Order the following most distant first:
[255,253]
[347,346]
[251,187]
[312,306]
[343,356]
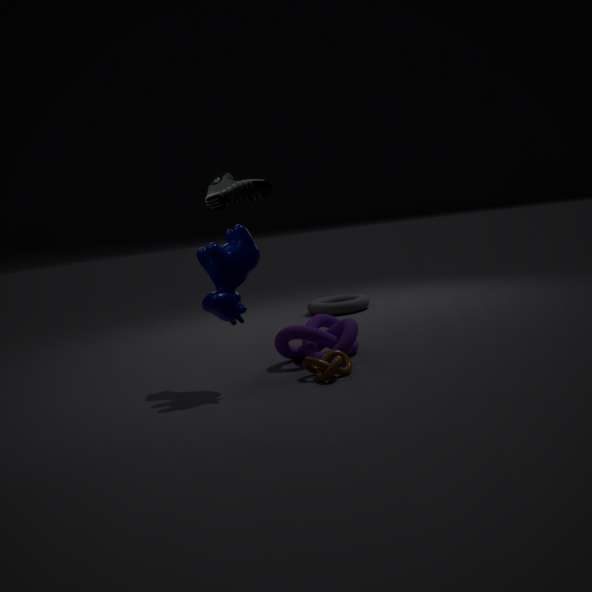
[312,306] → [347,346] → [343,356] → [251,187] → [255,253]
